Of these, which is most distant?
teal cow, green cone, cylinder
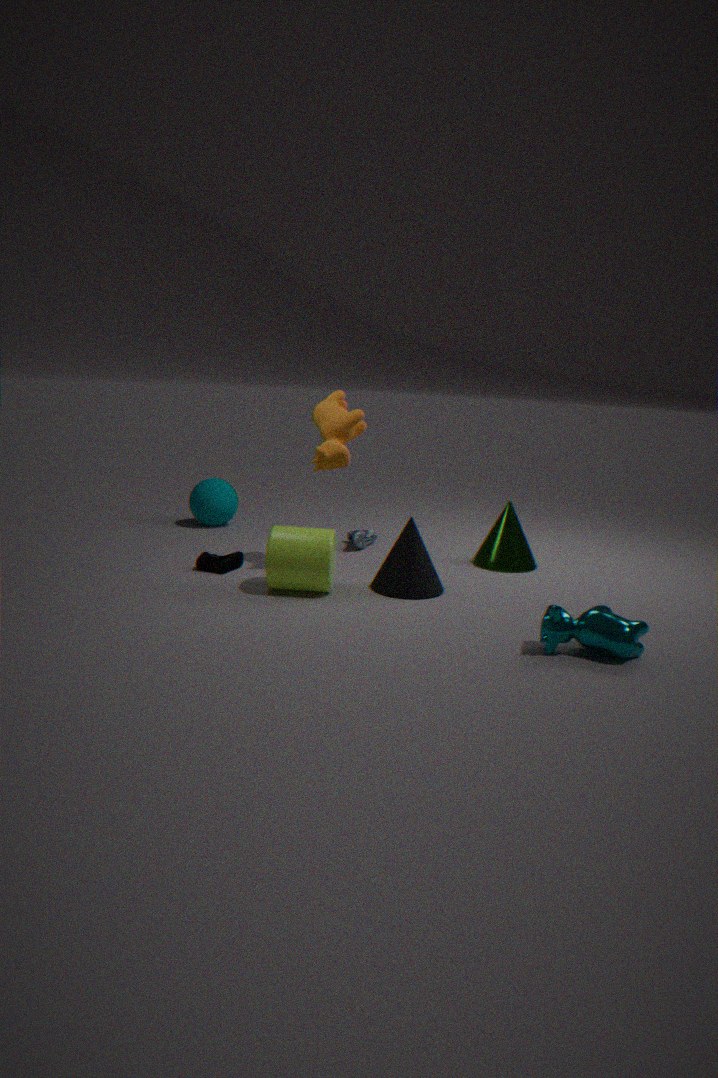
green cone
